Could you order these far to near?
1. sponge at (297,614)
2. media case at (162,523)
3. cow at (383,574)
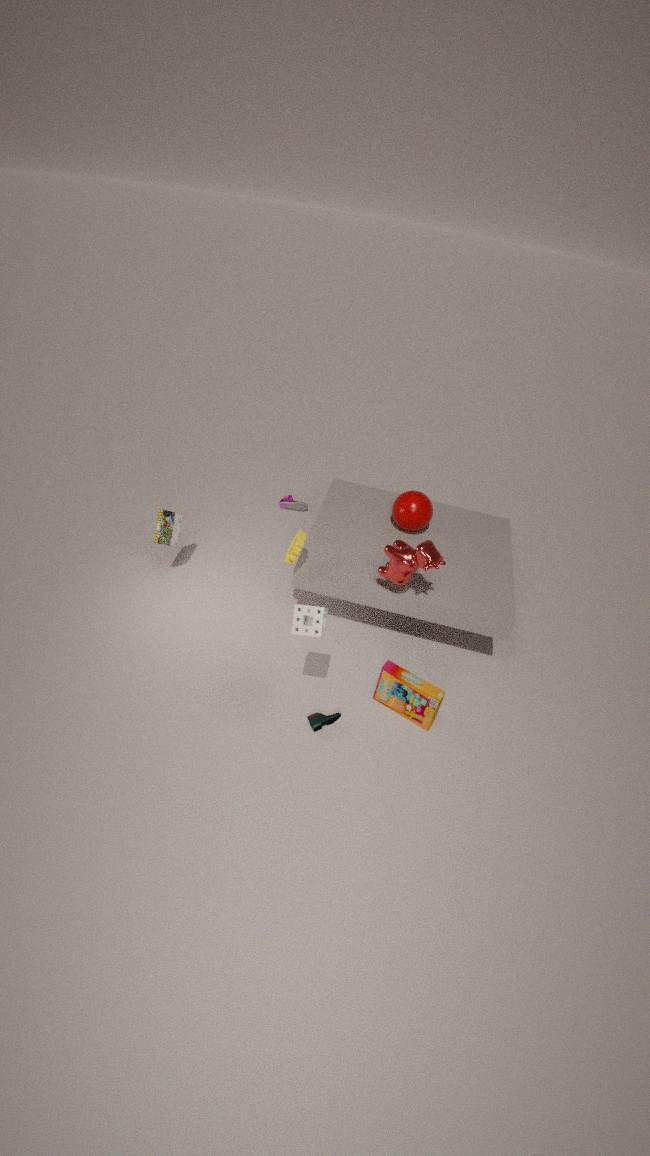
media case at (162,523)
cow at (383,574)
sponge at (297,614)
